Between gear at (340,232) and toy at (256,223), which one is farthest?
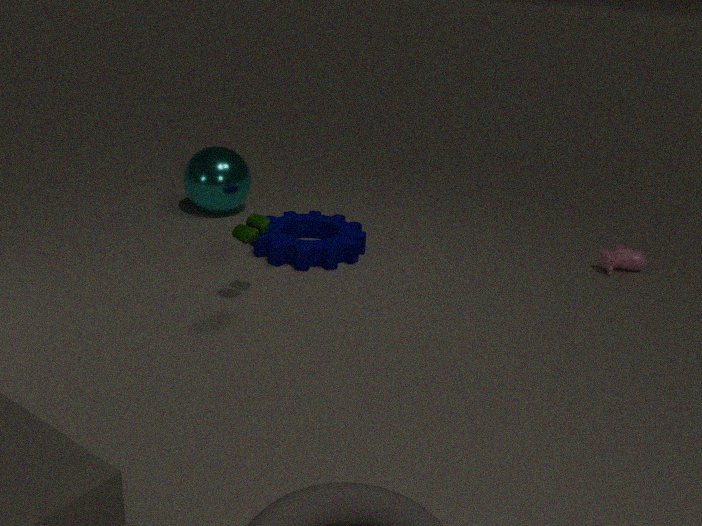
gear at (340,232)
